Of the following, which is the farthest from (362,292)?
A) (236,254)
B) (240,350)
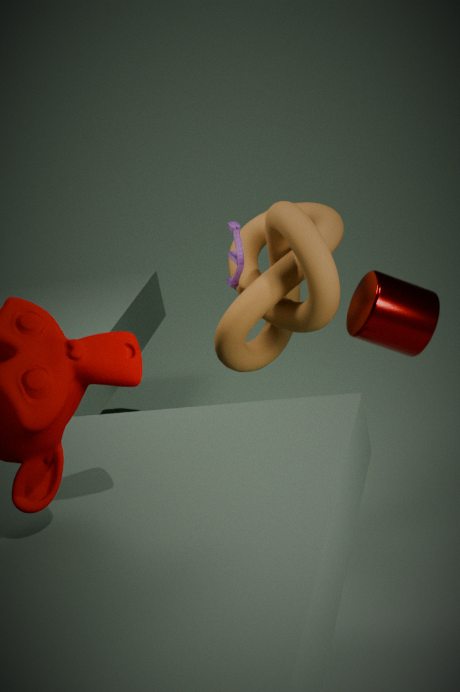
(236,254)
